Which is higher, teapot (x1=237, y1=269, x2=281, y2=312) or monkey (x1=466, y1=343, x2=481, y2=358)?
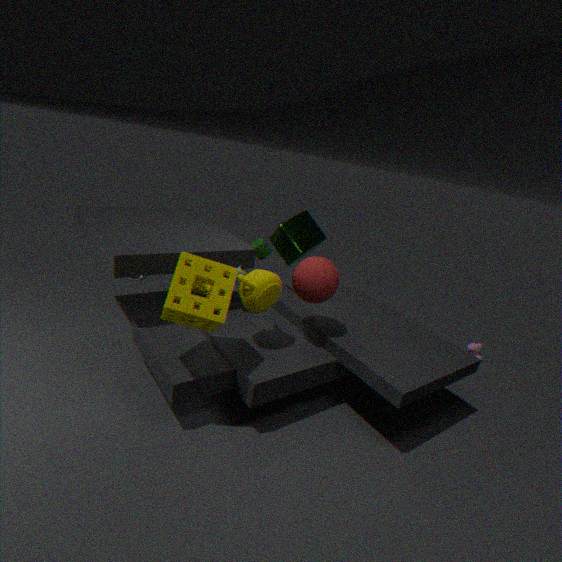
teapot (x1=237, y1=269, x2=281, y2=312)
